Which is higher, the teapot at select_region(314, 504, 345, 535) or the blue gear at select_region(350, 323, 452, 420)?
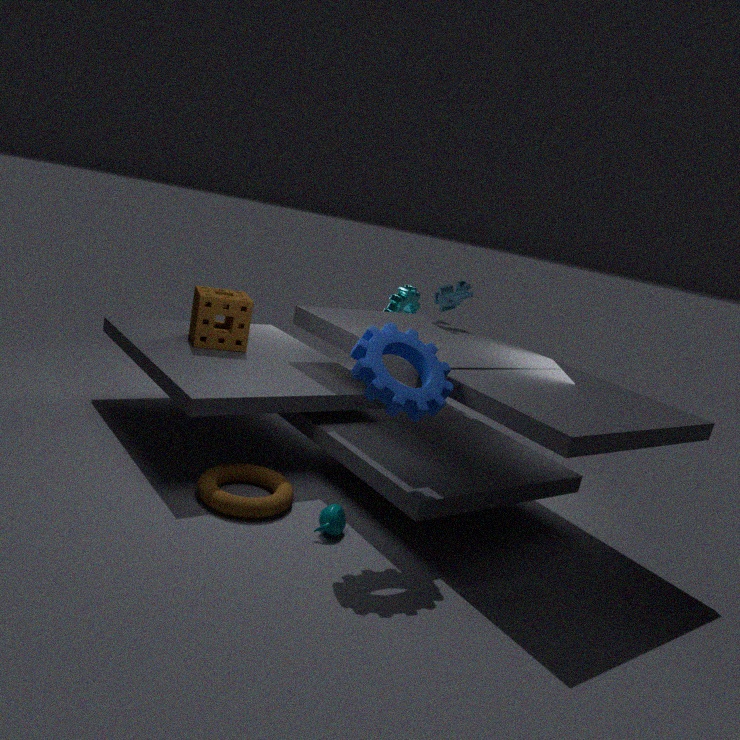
the blue gear at select_region(350, 323, 452, 420)
